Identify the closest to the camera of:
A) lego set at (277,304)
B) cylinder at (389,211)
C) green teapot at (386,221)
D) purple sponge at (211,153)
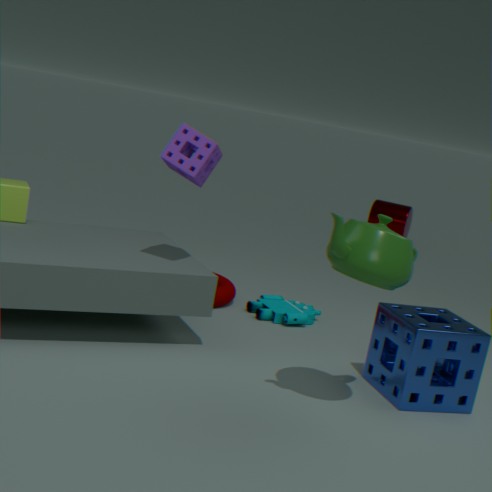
green teapot at (386,221)
